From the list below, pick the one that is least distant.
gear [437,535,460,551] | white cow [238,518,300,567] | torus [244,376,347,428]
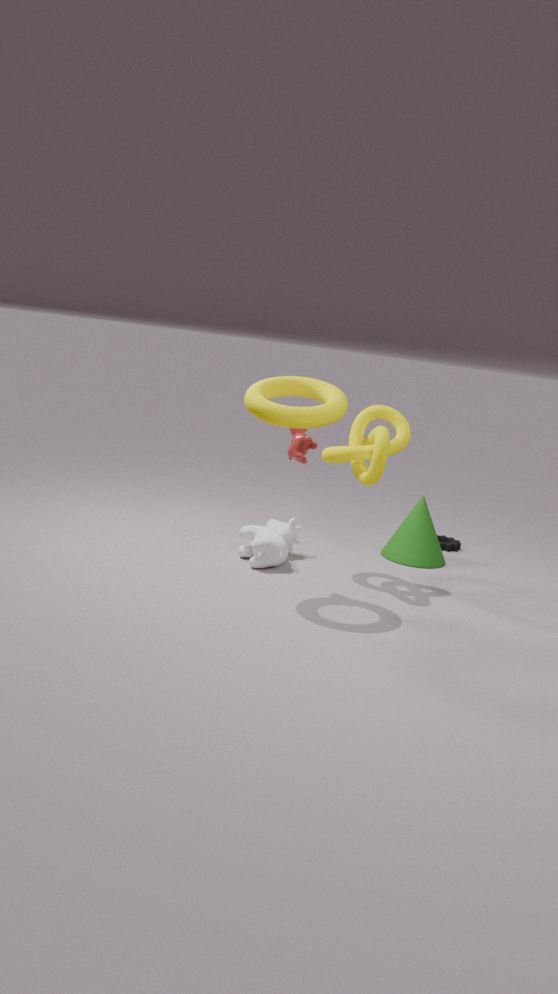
torus [244,376,347,428]
